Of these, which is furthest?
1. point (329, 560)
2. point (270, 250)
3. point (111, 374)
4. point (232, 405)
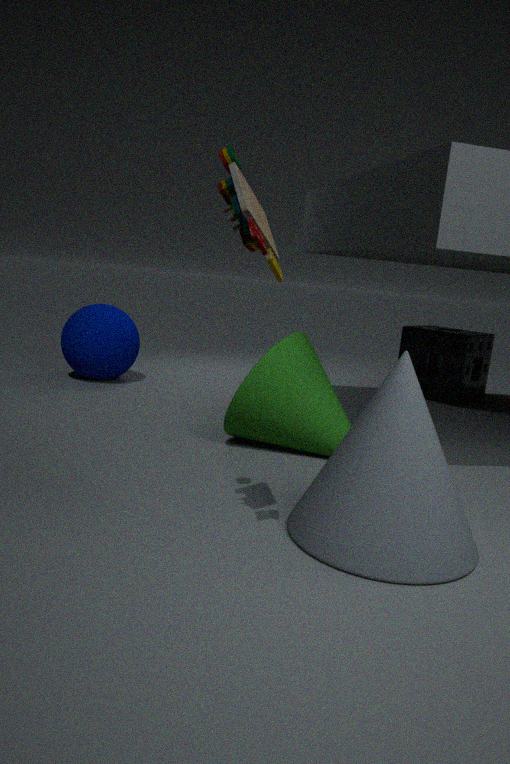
point (111, 374)
